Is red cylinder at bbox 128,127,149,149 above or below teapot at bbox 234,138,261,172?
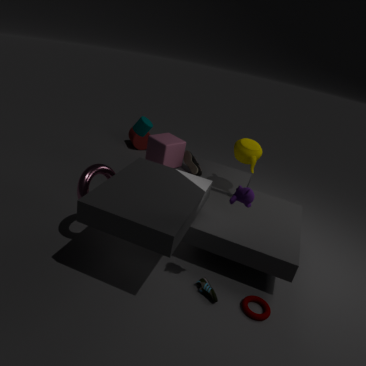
below
